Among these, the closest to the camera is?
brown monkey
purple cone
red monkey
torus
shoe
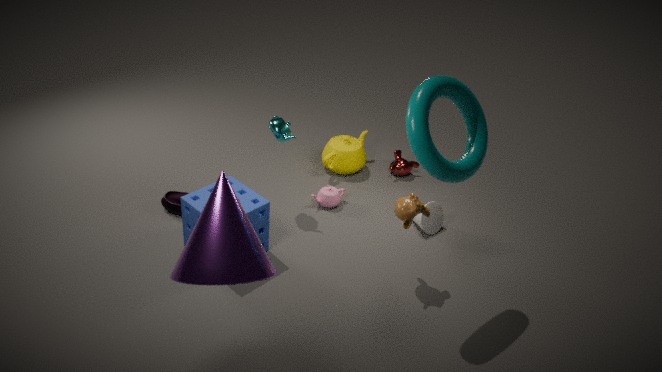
purple cone
